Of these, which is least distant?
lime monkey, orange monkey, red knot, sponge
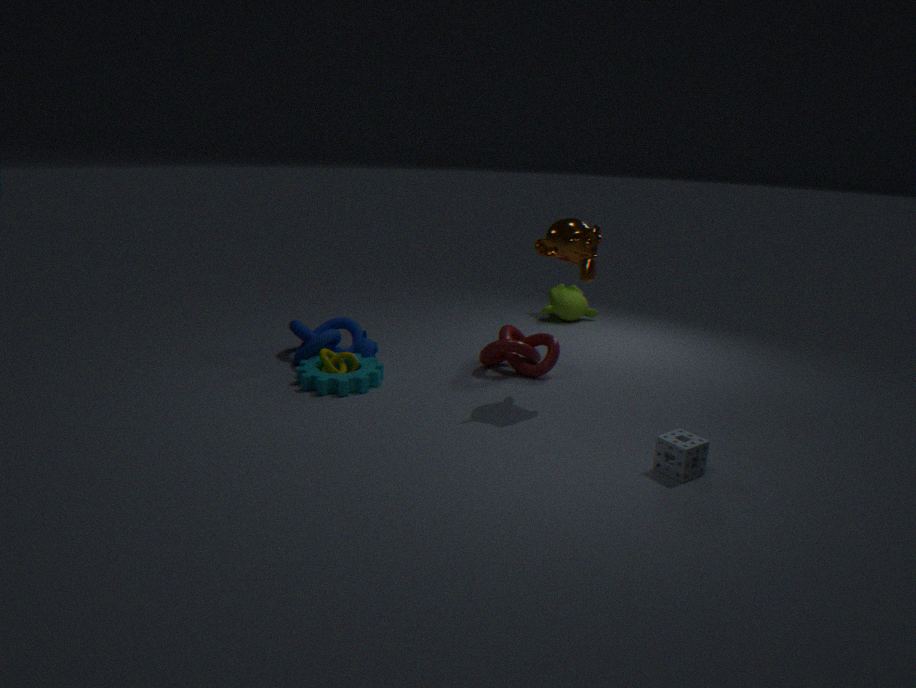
sponge
